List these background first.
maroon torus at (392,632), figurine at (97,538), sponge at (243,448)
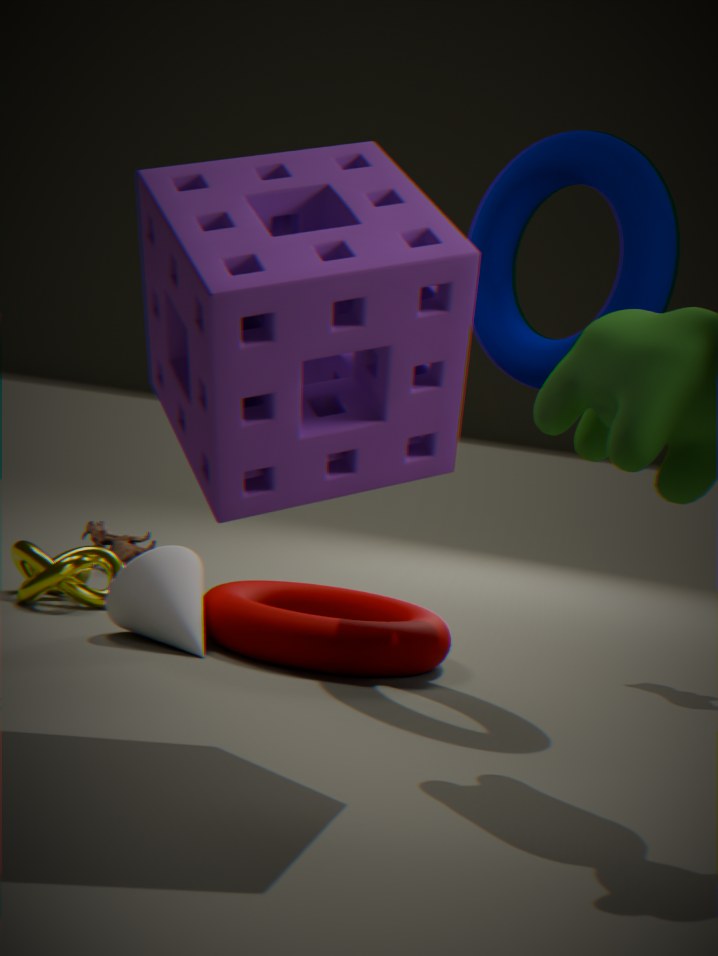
figurine at (97,538), maroon torus at (392,632), sponge at (243,448)
